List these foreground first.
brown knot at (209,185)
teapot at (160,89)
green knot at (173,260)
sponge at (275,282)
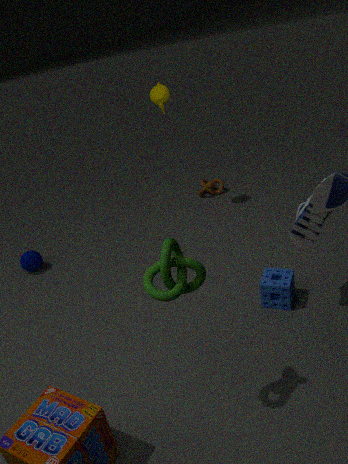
green knot at (173,260), sponge at (275,282), teapot at (160,89), brown knot at (209,185)
